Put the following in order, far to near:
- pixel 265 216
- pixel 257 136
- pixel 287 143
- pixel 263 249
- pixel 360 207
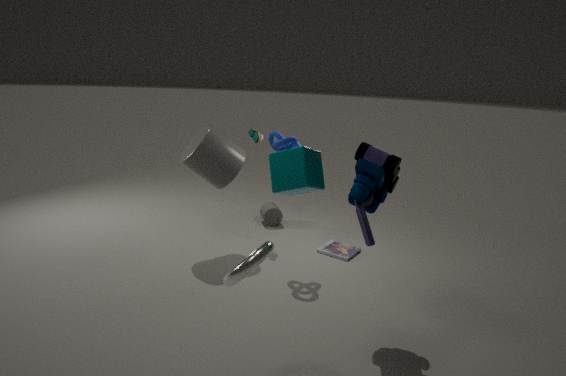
pixel 265 216
pixel 257 136
pixel 287 143
pixel 360 207
pixel 263 249
